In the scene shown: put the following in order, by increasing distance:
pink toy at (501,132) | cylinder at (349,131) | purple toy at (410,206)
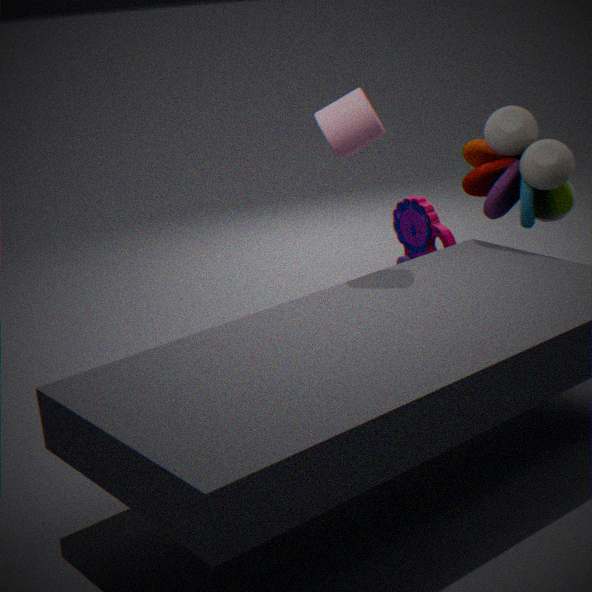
cylinder at (349,131)
pink toy at (501,132)
purple toy at (410,206)
